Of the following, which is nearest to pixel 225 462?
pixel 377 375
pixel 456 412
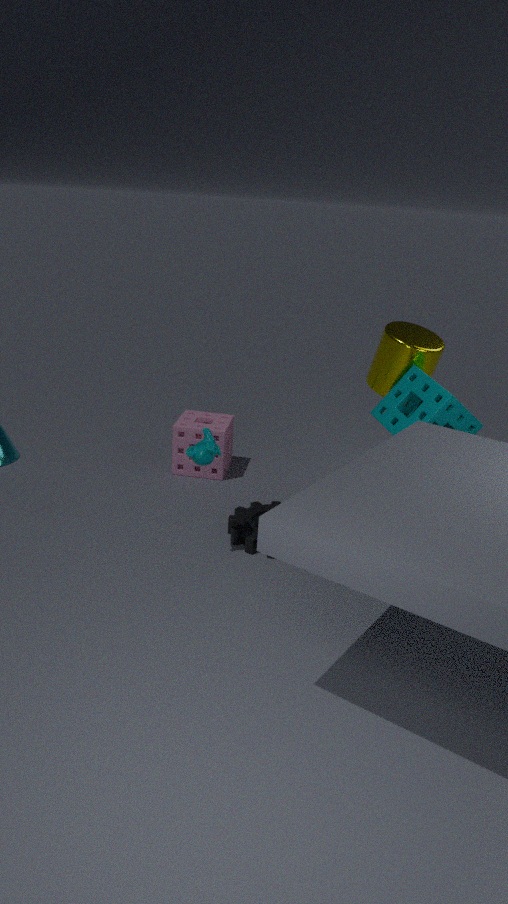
pixel 377 375
